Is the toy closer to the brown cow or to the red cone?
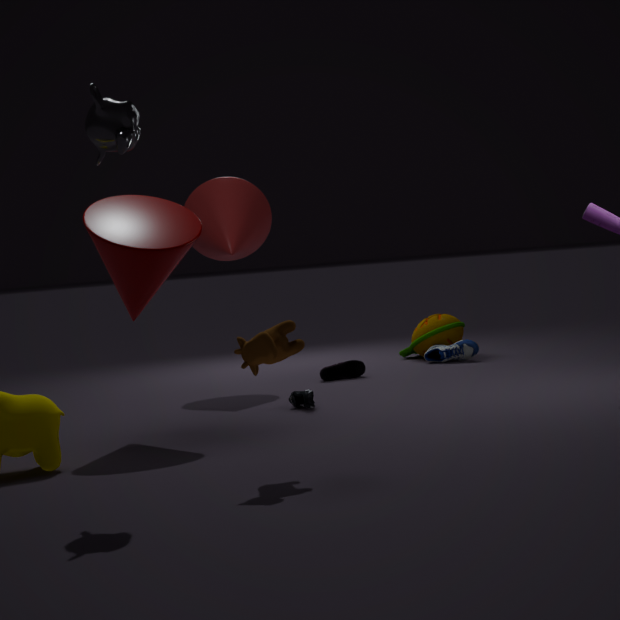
the red cone
